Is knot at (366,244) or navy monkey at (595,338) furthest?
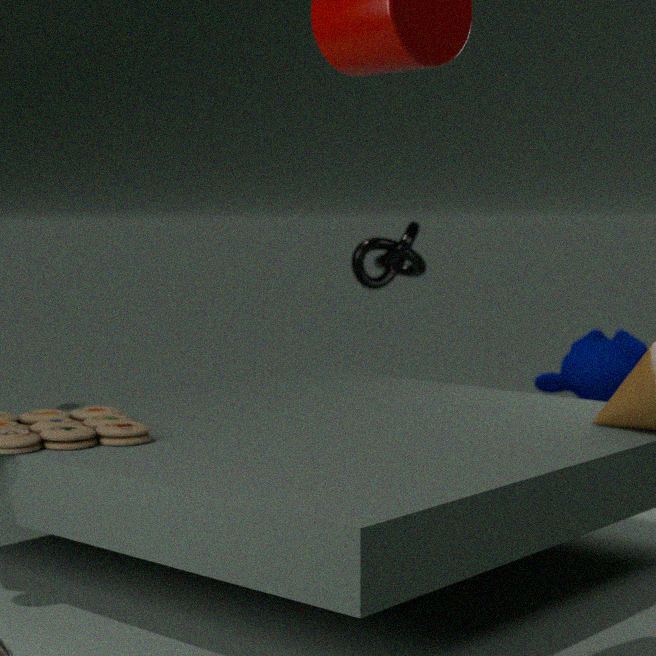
navy monkey at (595,338)
